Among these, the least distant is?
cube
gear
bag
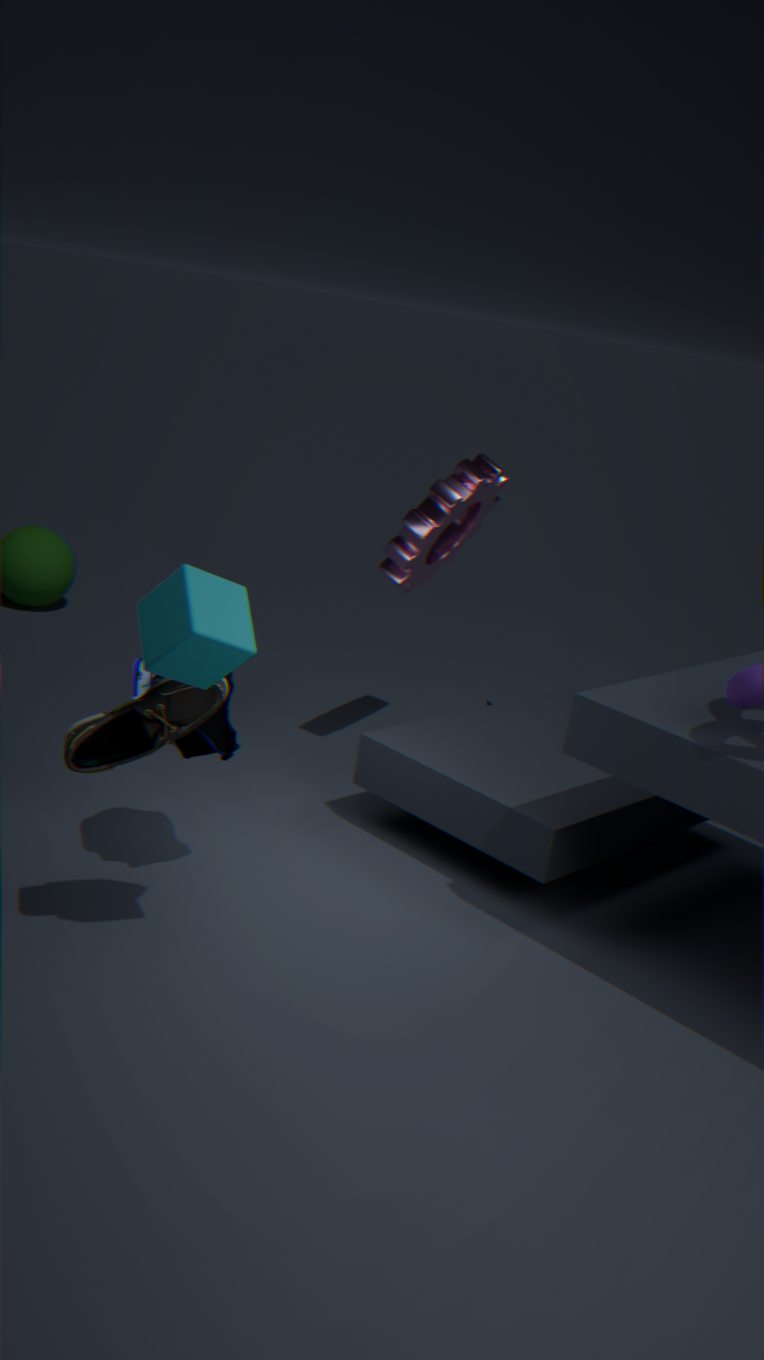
cube
